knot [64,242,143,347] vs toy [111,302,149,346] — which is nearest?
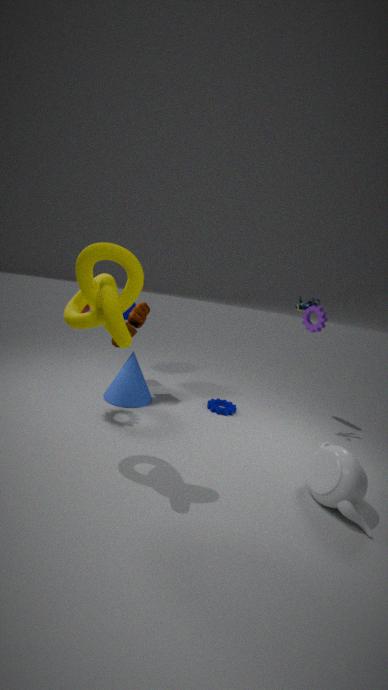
knot [64,242,143,347]
